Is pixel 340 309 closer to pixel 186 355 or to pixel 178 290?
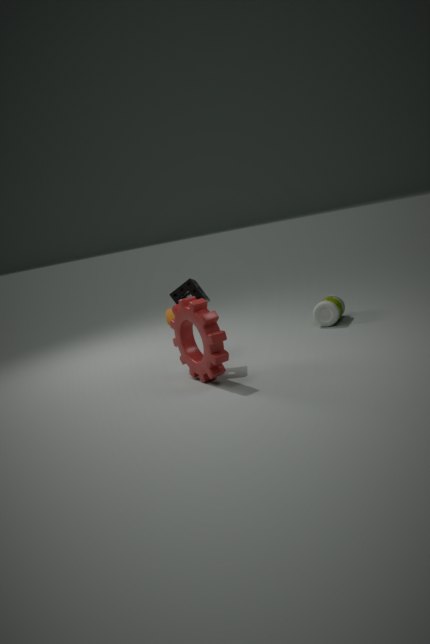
pixel 178 290
